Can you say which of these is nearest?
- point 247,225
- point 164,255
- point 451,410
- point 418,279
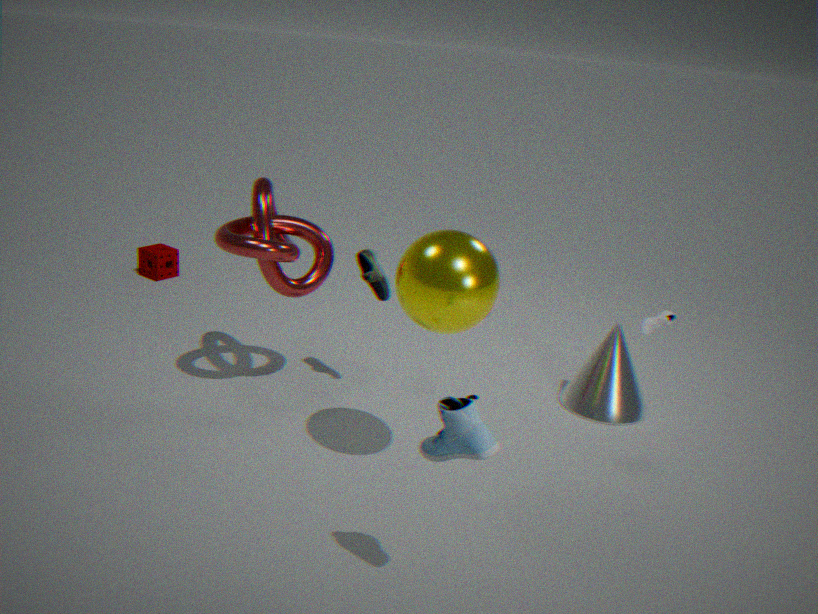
point 451,410
